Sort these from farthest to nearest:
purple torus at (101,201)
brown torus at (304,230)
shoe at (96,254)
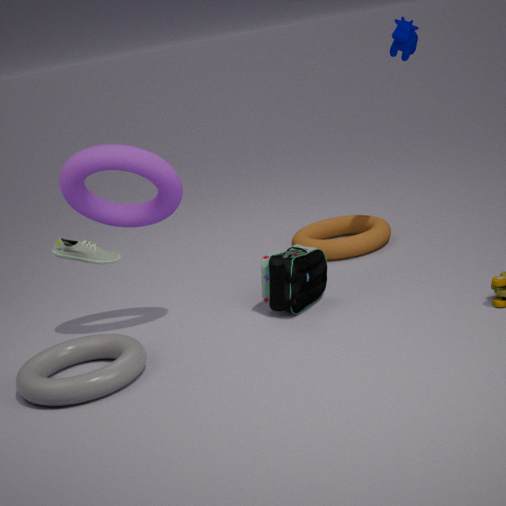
brown torus at (304,230), purple torus at (101,201), shoe at (96,254)
